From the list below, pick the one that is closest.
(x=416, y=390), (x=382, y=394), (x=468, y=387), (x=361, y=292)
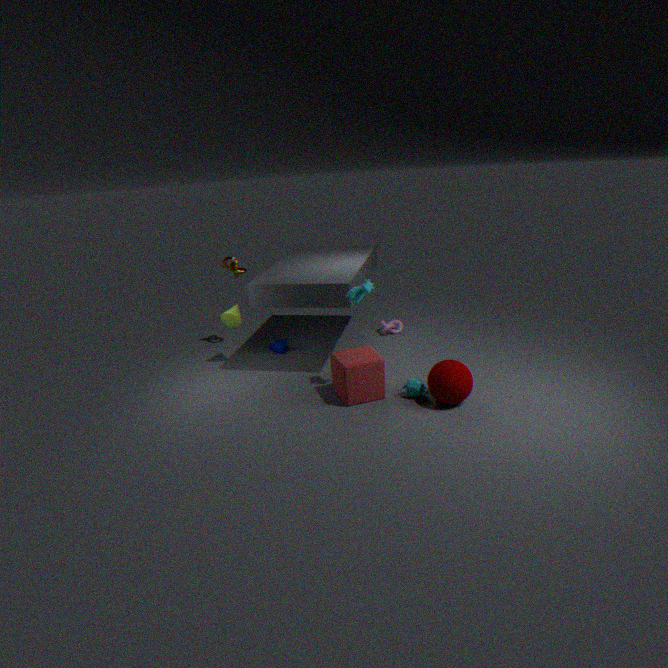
(x=468, y=387)
